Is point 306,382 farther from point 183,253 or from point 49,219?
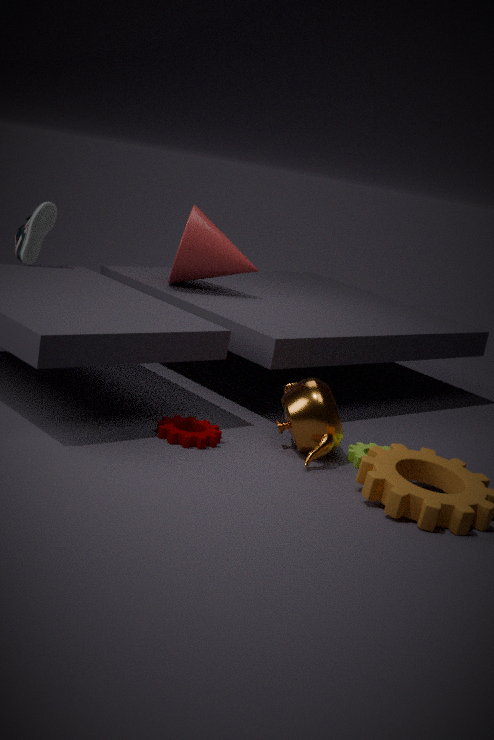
point 49,219
